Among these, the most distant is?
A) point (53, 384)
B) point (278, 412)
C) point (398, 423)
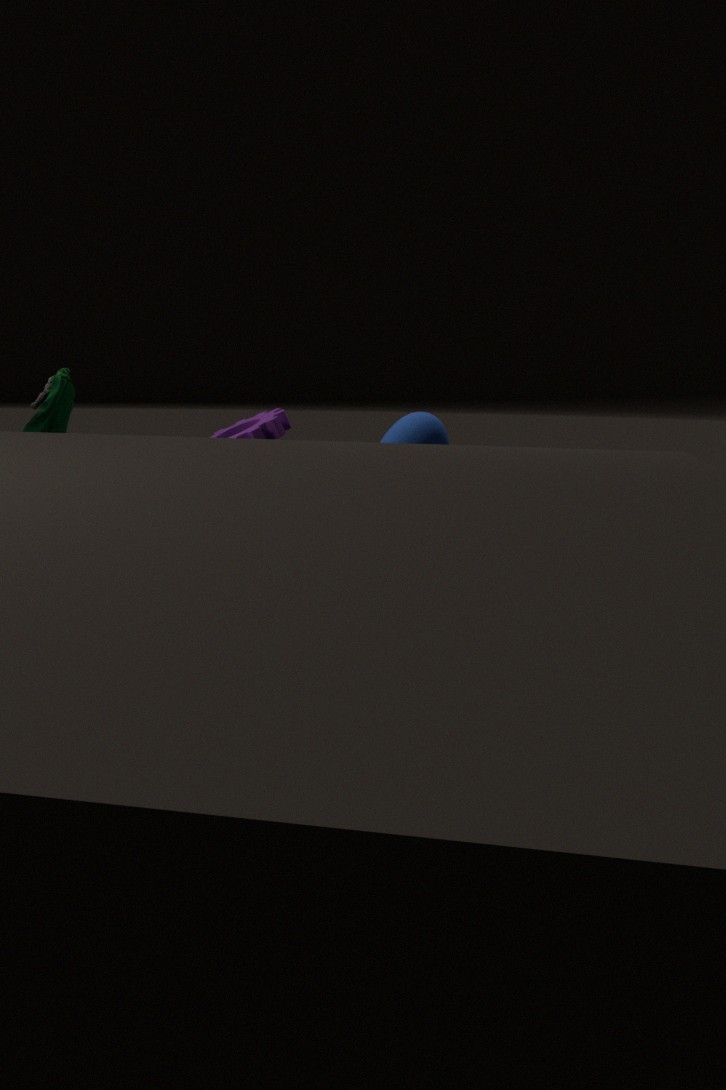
point (398, 423)
